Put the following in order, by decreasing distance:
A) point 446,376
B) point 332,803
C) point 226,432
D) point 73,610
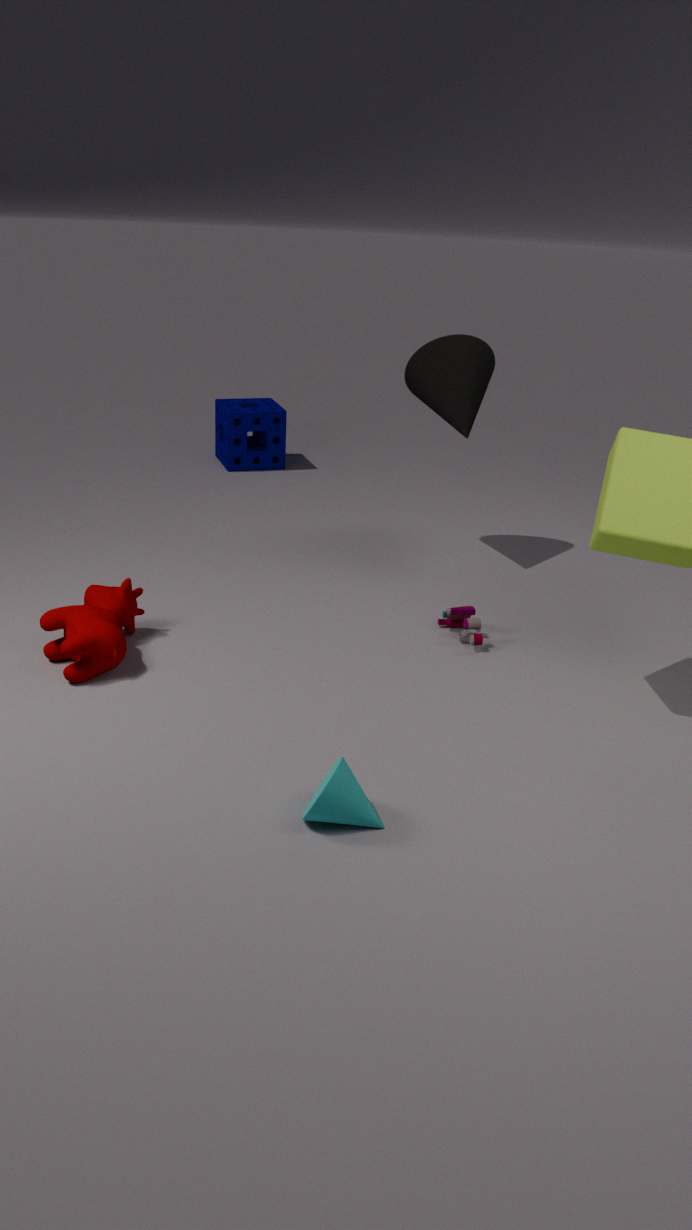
point 226,432 < point 446,376 < point 73,610 < point 332,803
